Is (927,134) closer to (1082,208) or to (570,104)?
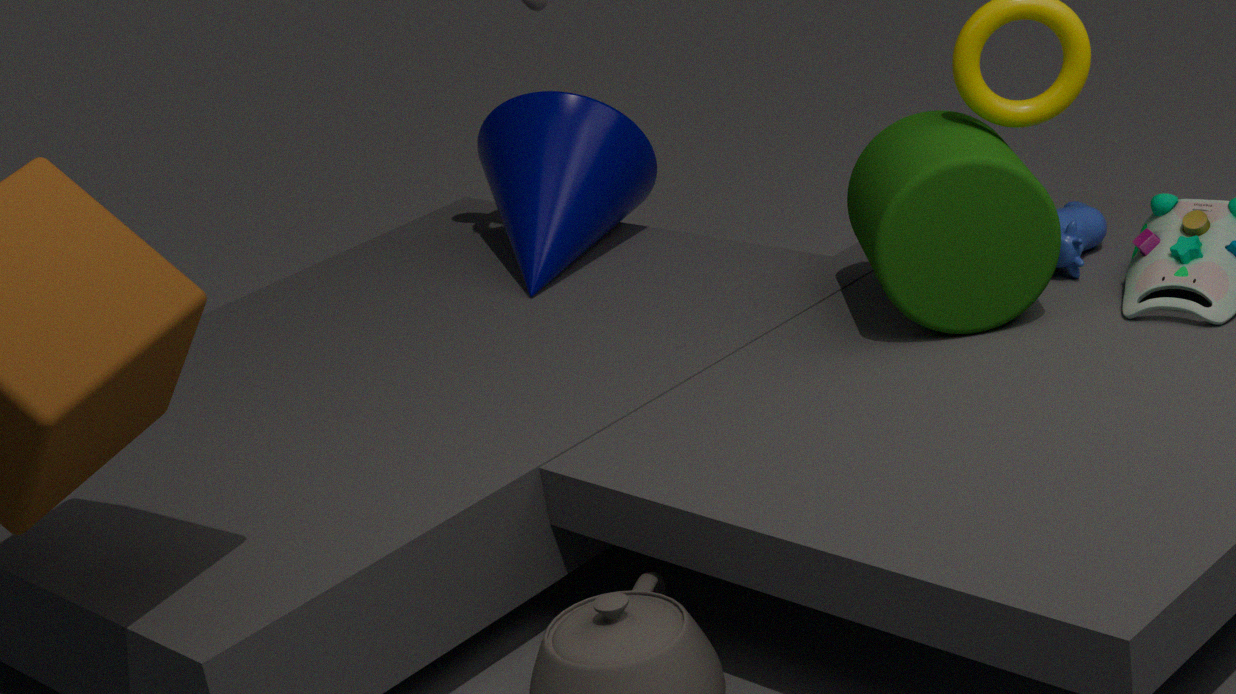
(1082,208)
